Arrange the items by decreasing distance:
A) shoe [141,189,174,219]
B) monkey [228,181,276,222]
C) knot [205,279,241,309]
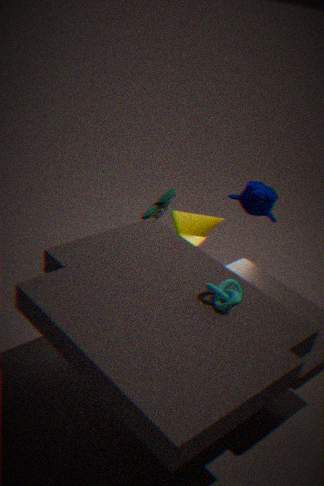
shoe [141,189,174,219] → monkey [228,181,276,222] → knot [205,279,241,309]
